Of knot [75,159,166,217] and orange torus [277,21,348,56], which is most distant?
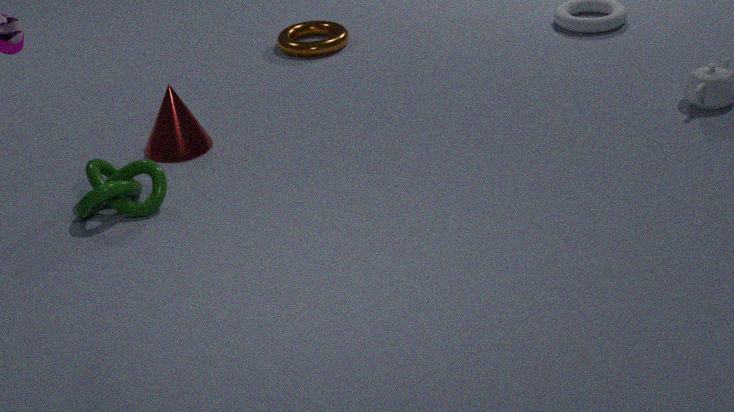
orange torus [277,21,348,56]
